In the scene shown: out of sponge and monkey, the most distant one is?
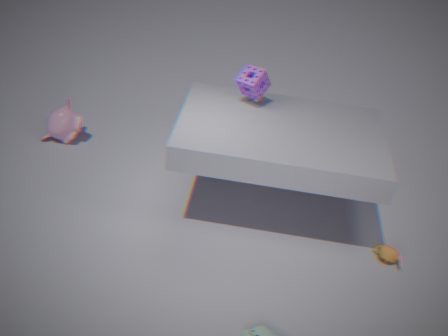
monkey
